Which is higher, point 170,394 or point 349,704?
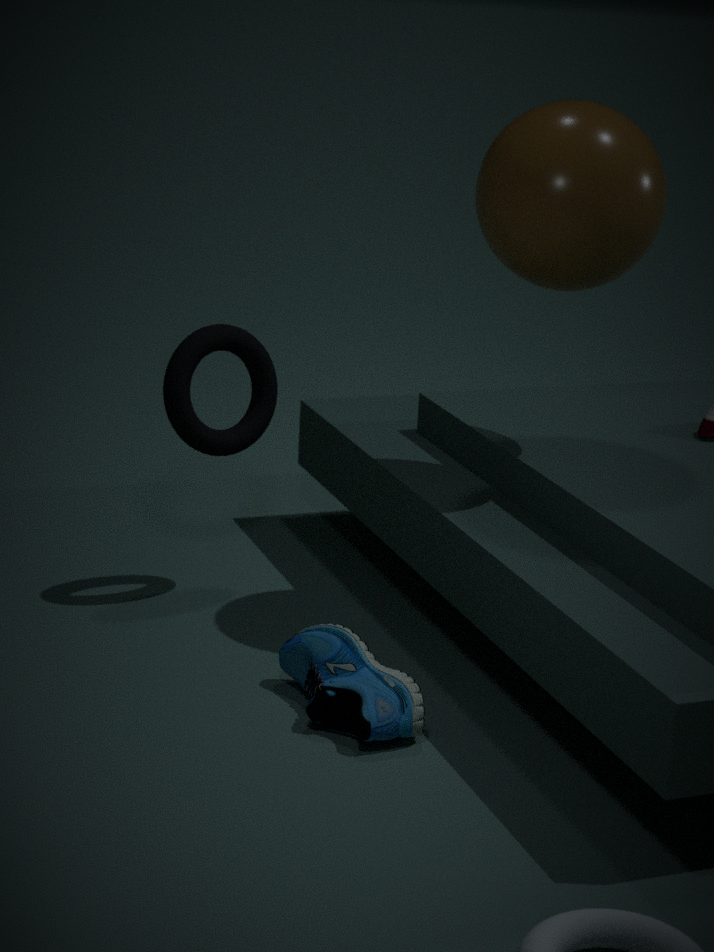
point 170,394
